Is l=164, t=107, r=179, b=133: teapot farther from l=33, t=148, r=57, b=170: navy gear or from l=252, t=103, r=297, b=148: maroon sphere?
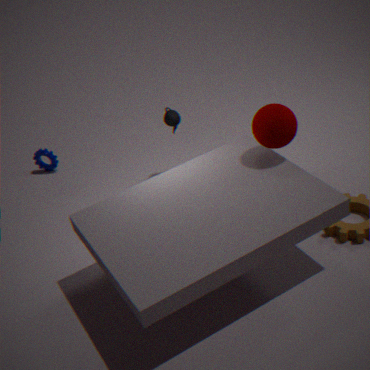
l=33, t=148, r=57, b=170: navy gear
